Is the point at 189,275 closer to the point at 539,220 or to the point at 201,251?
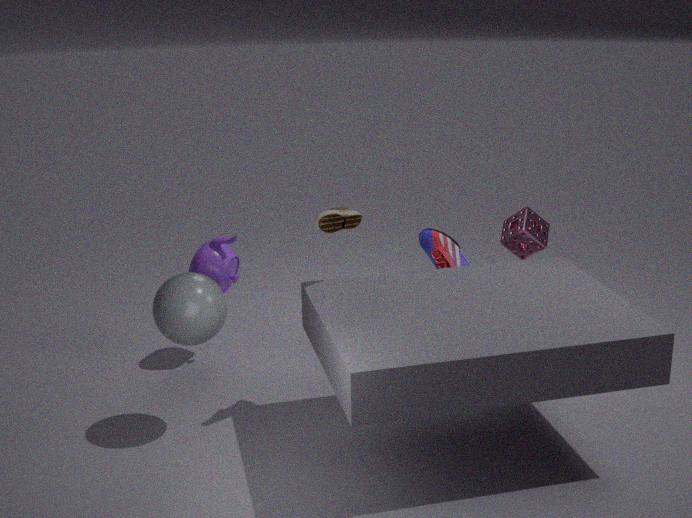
the point at 201,251
